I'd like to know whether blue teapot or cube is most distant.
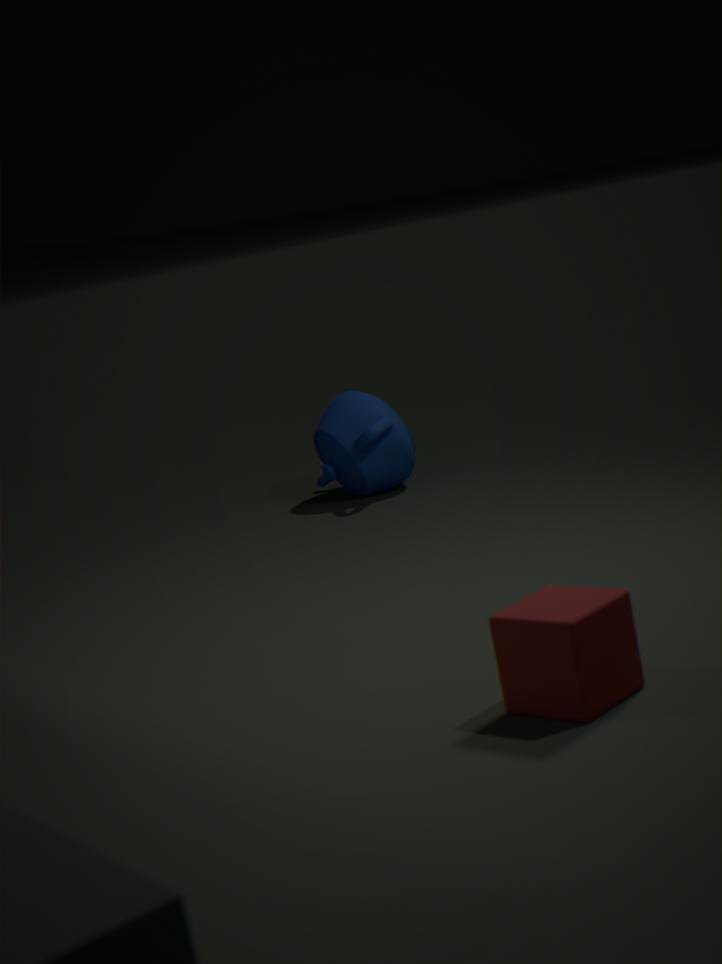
blue teapot
